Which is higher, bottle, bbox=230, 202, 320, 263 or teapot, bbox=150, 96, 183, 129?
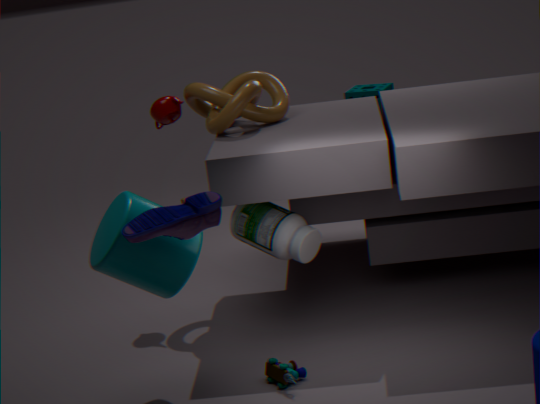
teapot, bbox=150, 96, 183, 129
